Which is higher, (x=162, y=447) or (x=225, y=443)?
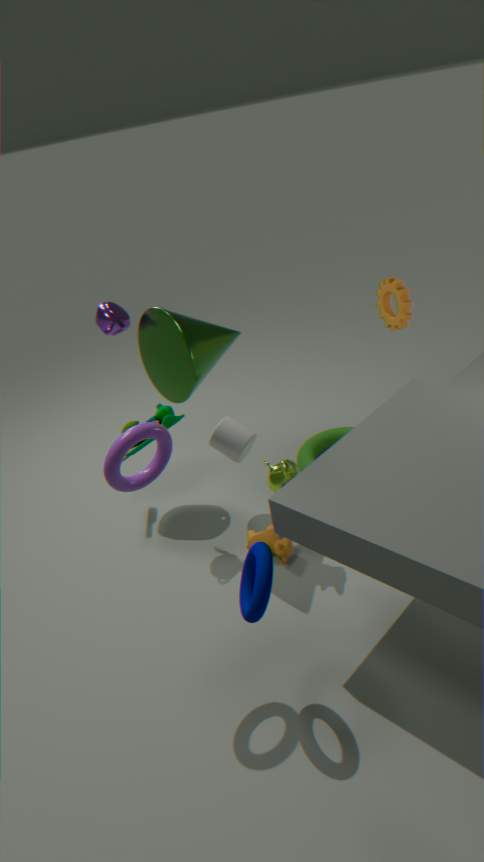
(x=162, y=447)
